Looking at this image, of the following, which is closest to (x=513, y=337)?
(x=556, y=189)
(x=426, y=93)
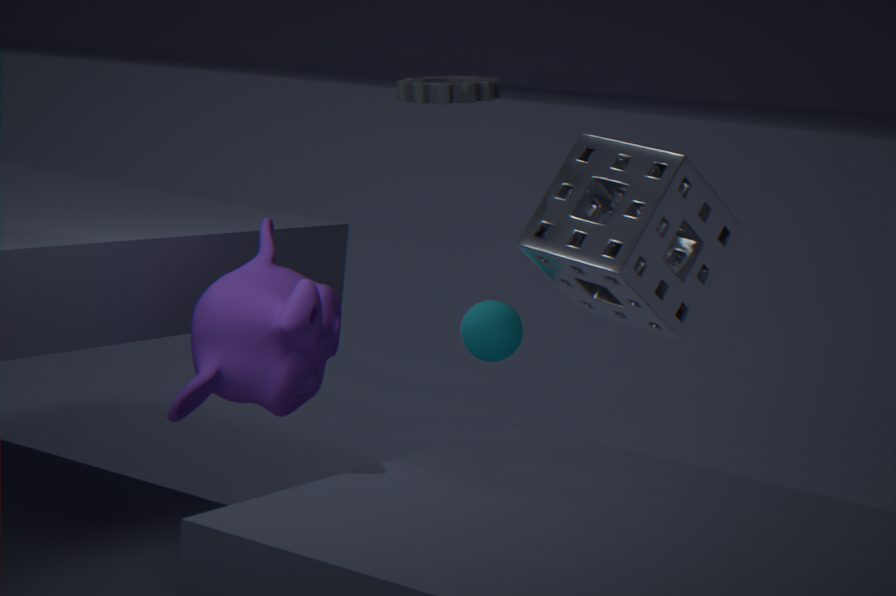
(x=556, y=189)
